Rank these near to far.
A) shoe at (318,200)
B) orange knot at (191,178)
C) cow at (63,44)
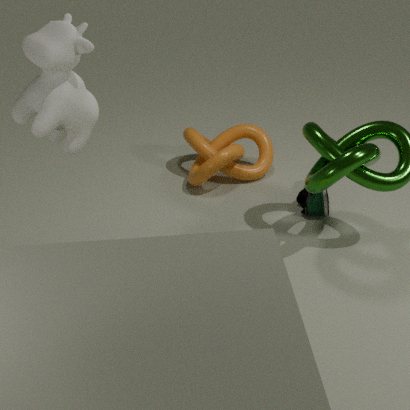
cow at (63,44)
shoe at (318,200)
orange knot at (191,178)
